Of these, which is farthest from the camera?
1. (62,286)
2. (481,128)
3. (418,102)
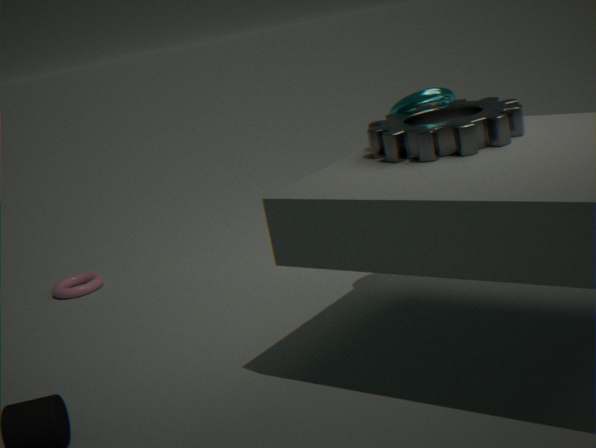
(62,286)
